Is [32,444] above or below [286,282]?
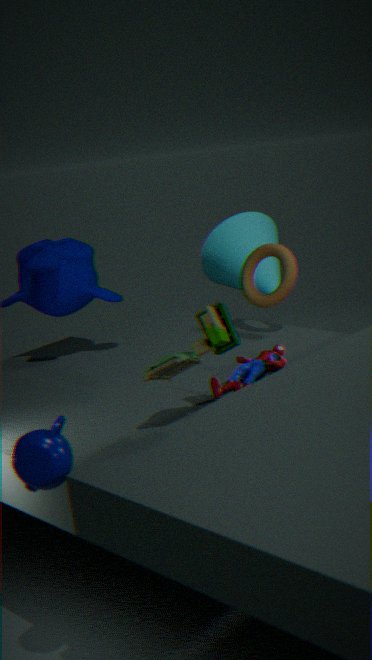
below
